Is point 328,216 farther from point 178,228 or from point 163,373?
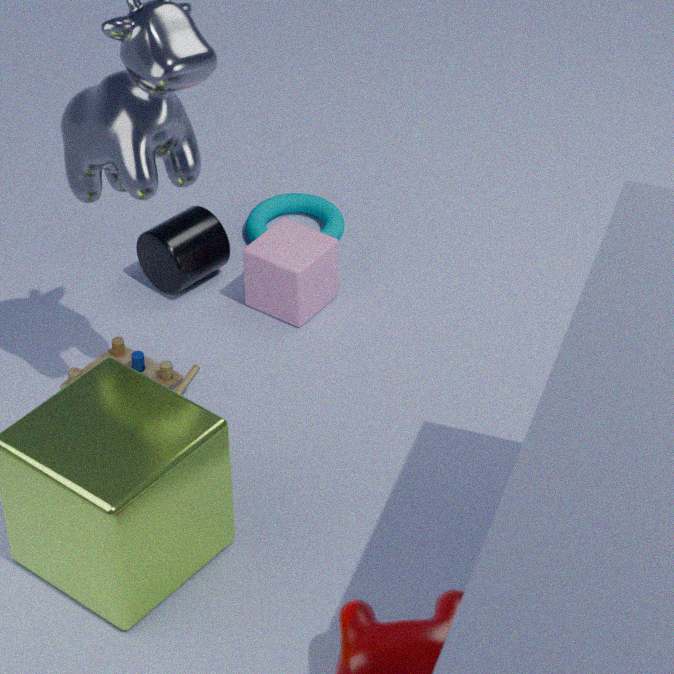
point 163,373
